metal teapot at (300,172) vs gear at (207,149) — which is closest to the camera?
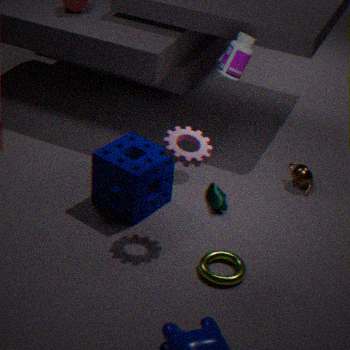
gear at (207,149)
